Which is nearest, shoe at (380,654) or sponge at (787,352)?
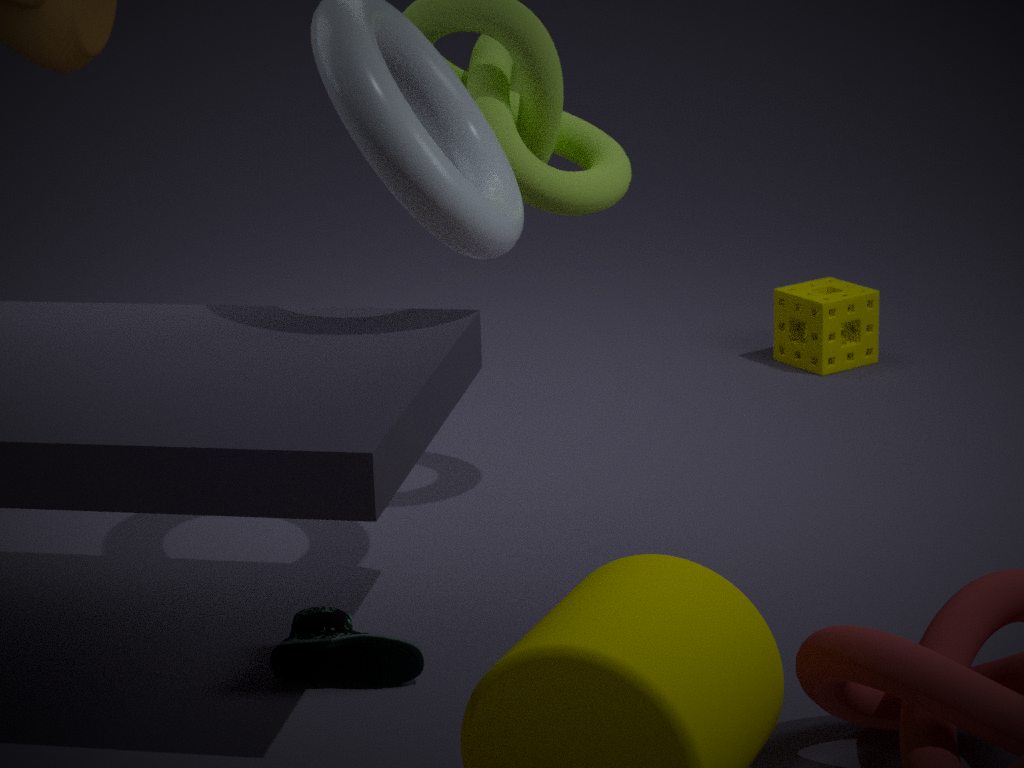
shoe at (380,654)
